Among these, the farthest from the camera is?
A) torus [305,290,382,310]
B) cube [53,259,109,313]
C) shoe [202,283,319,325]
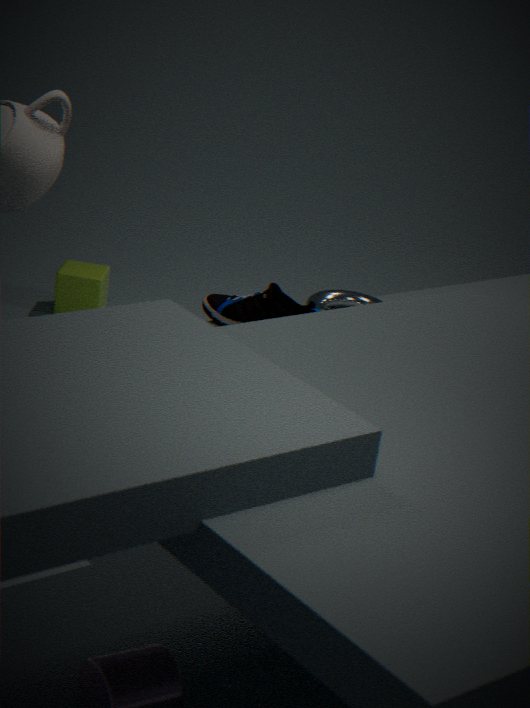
cube [53,259,109,313]
